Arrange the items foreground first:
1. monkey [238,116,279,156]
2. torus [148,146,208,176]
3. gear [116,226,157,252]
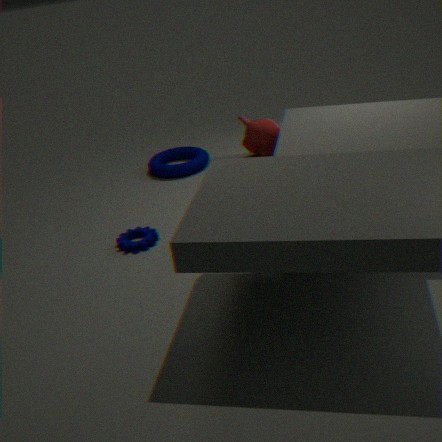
gear [116,226,157,252] → torus [148,146,208,176] → monkey [238,116,279,156]
